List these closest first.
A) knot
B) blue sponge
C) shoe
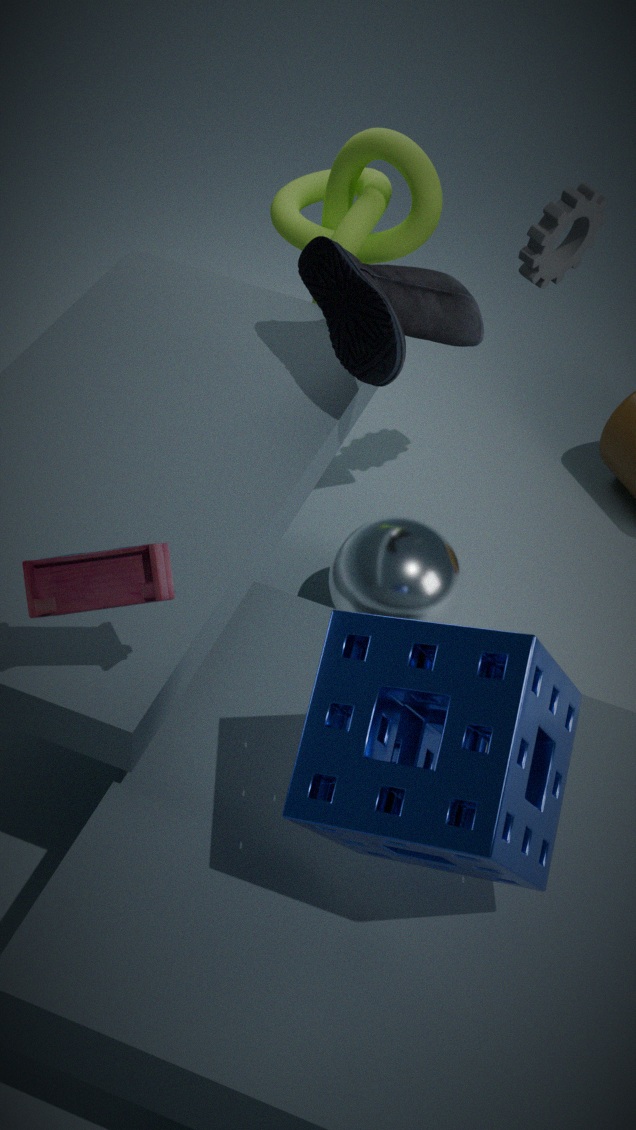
1. blue sponge
2. shoe
3. knot
